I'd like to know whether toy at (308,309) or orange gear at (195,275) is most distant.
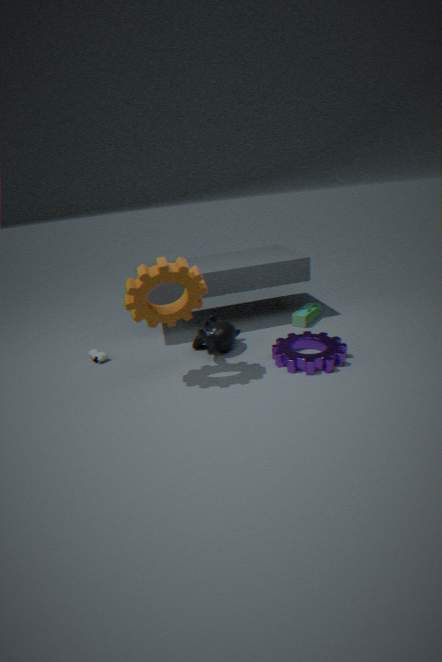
toy at (308,309)
